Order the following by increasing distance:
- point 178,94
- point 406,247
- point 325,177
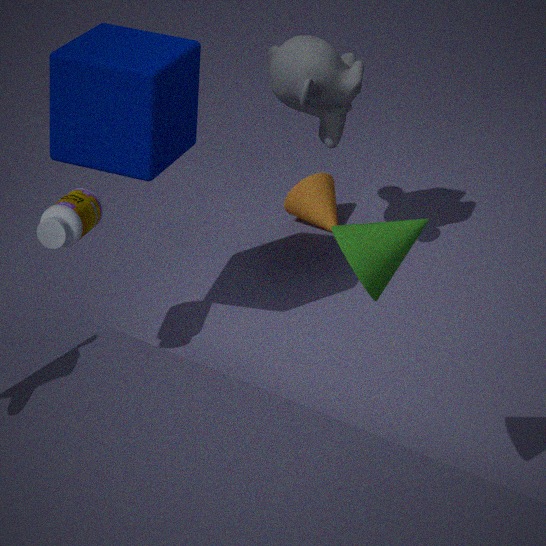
point 406,247 → point 178,94 → point 325,177
